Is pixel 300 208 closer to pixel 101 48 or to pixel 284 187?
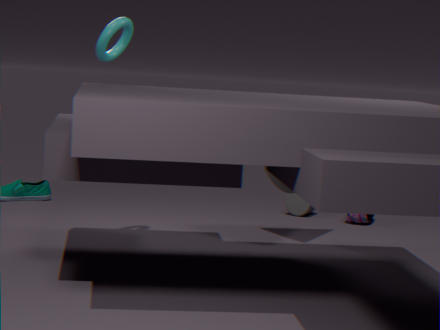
pixel 284 187
